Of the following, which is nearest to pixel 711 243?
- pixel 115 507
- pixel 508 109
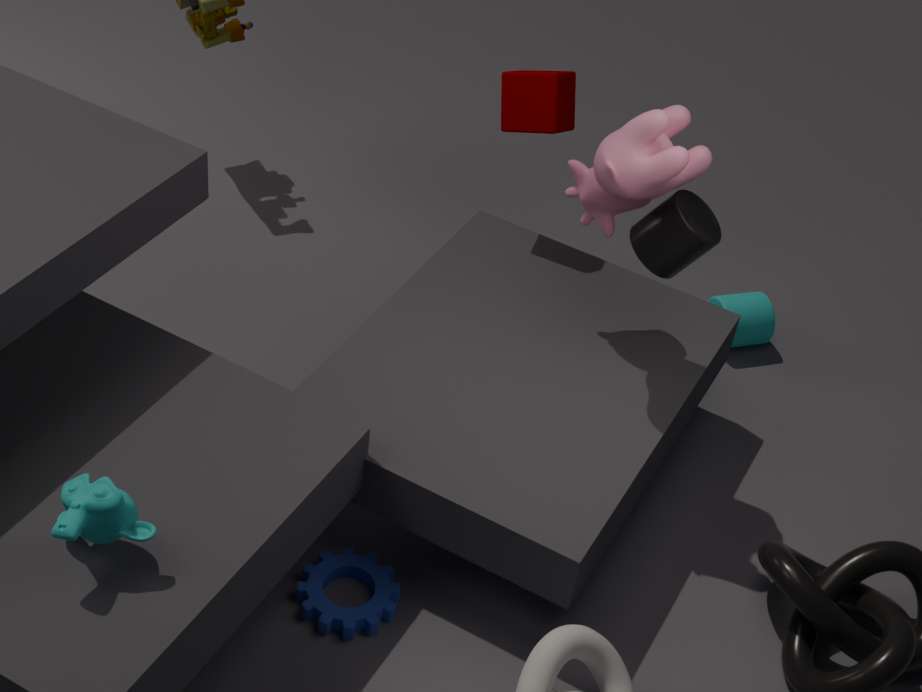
pixel 508 109
